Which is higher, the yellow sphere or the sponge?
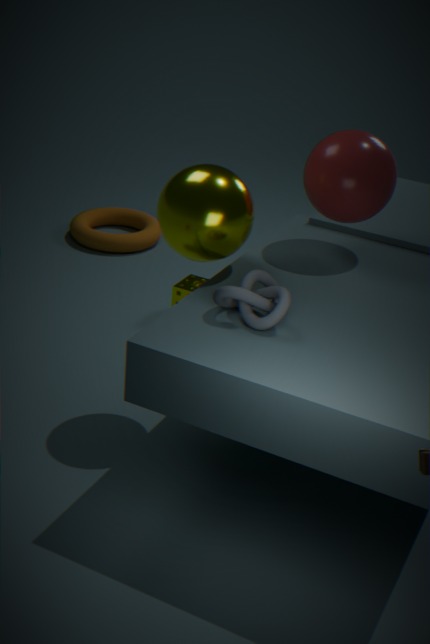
the yellow sphere
